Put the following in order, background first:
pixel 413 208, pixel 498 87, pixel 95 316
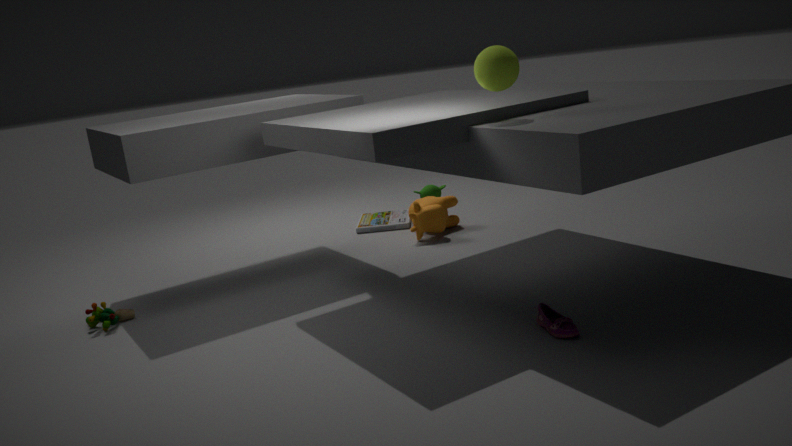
pixel 413 208 < pixel 95 316 < pixel 498 87
